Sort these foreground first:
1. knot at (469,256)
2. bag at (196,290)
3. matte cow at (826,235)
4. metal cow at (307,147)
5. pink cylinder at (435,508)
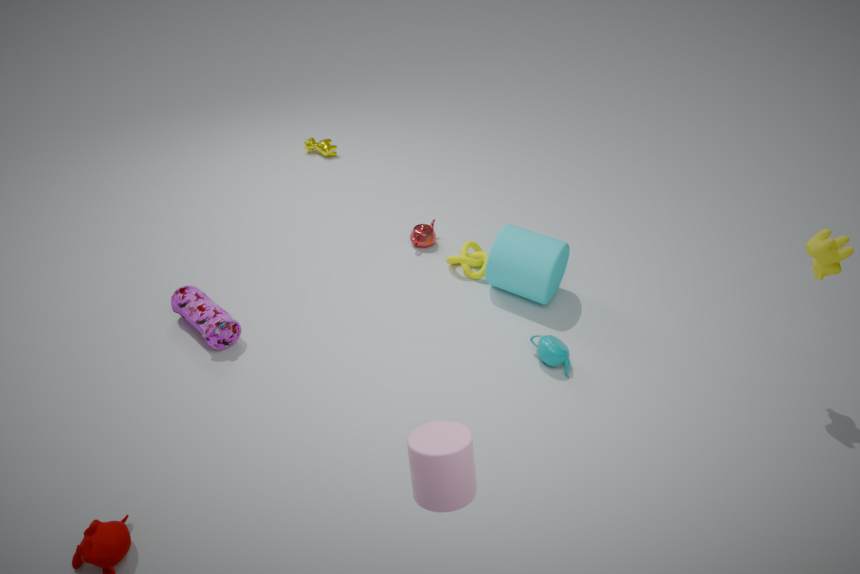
1. pink cylinder at (435,508)
2. matte cow at (826,235)
3. bag at (196,290)
4. knot at (469,256)
5. metal cow at (307,147)
